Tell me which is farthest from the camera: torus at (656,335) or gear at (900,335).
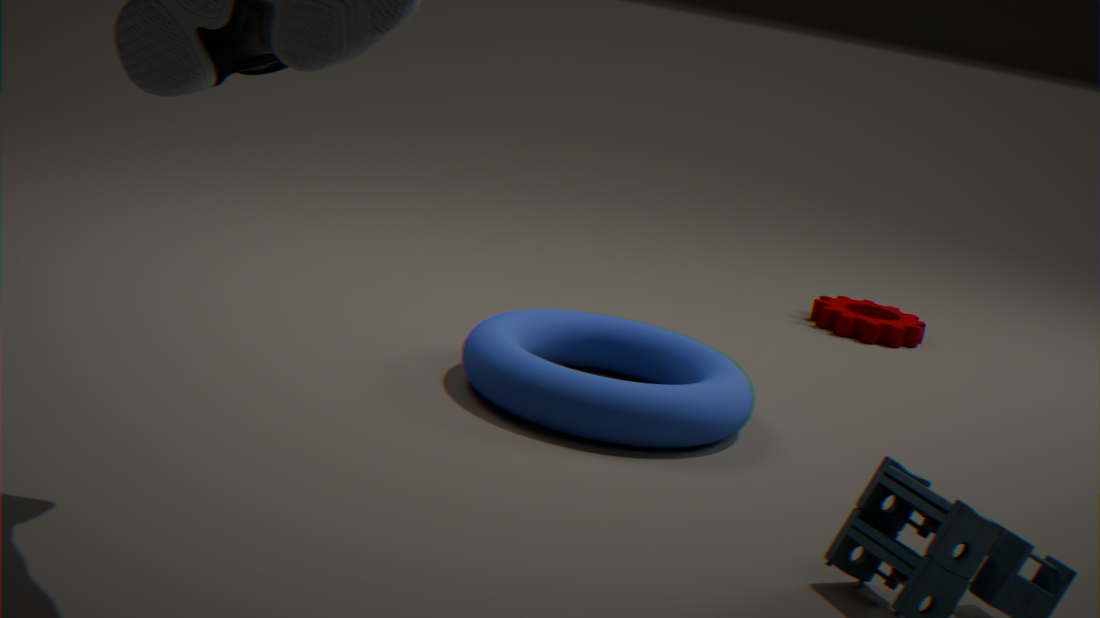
gear at (900,335)
